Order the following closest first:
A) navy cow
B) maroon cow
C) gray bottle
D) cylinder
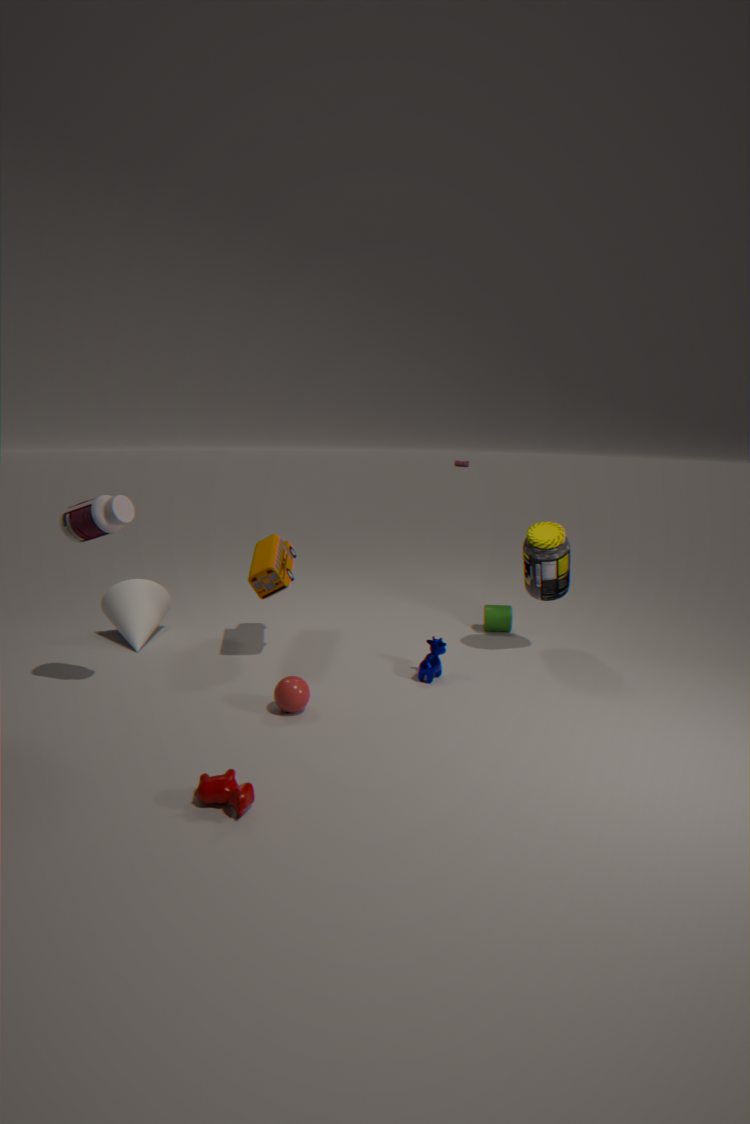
maroon cow, gray bottle, navy cow, cylinder
